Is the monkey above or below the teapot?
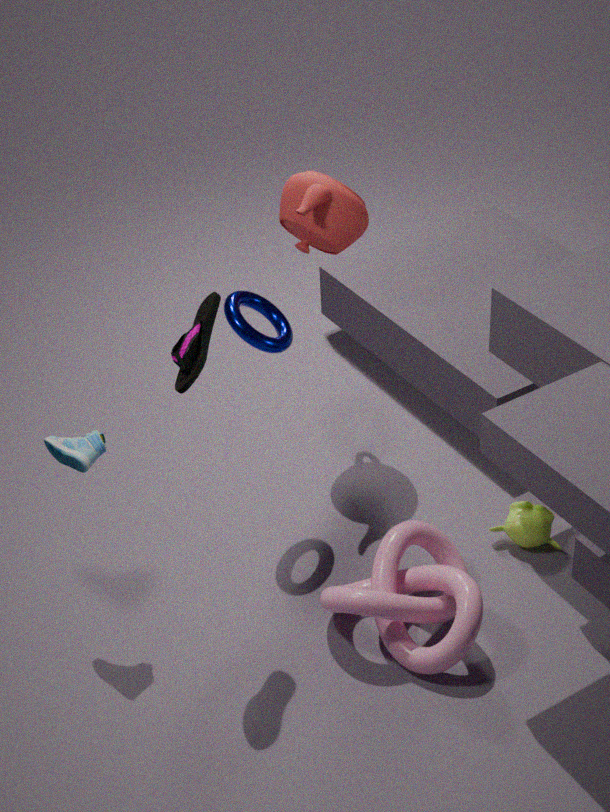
below
